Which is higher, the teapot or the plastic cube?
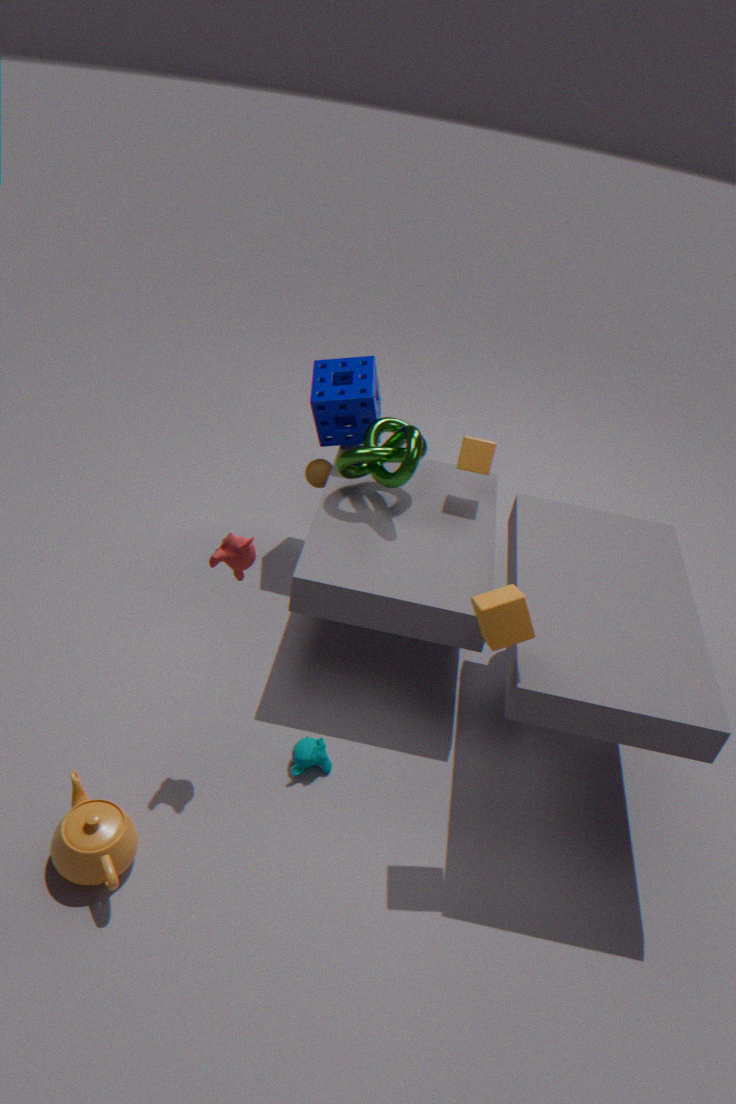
the plastic cube
